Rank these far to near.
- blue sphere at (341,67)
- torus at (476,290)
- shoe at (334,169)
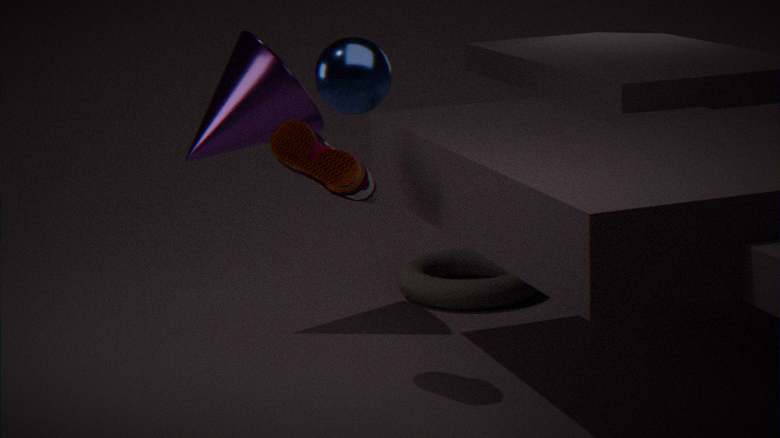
torus at (476,290)
shoe at (334,169)
blue sphere at (341,67)
